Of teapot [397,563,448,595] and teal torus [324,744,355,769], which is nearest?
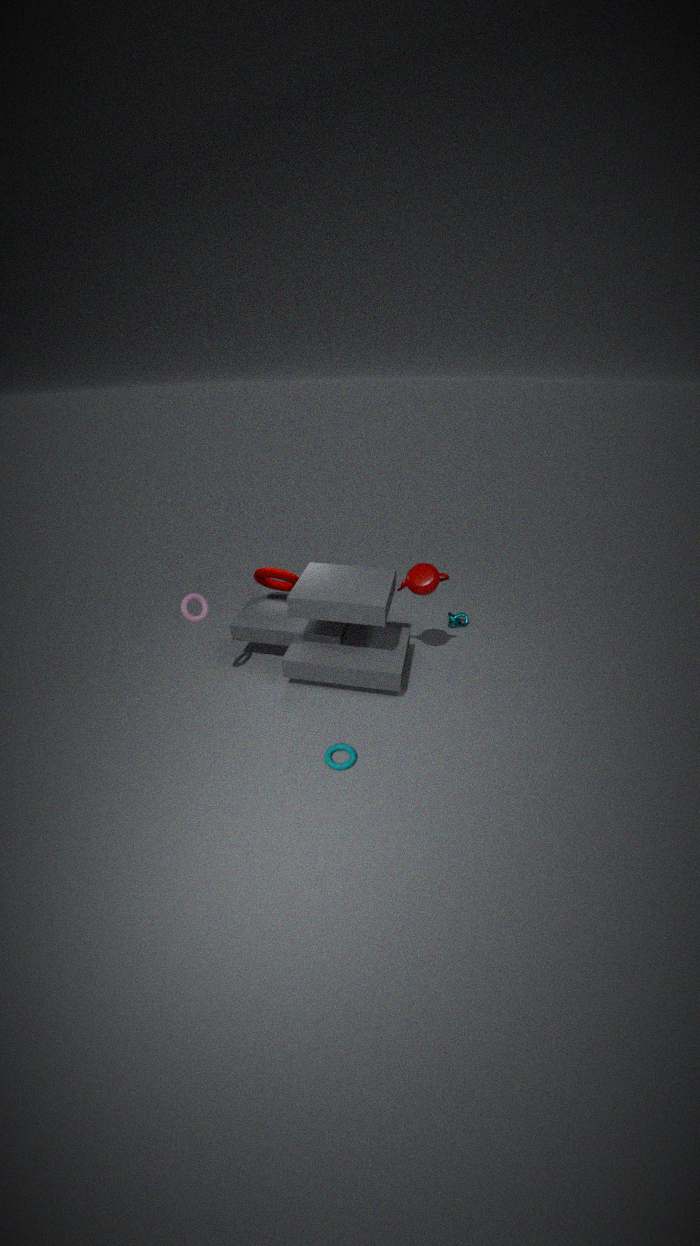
teal torus [324,744,355,769]
